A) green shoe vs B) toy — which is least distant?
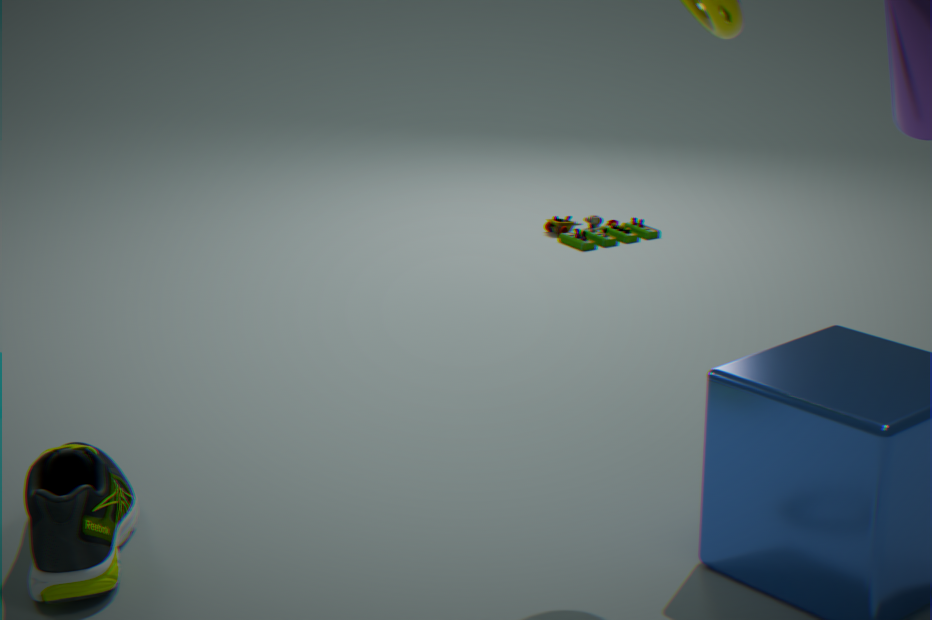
A. green shoe
